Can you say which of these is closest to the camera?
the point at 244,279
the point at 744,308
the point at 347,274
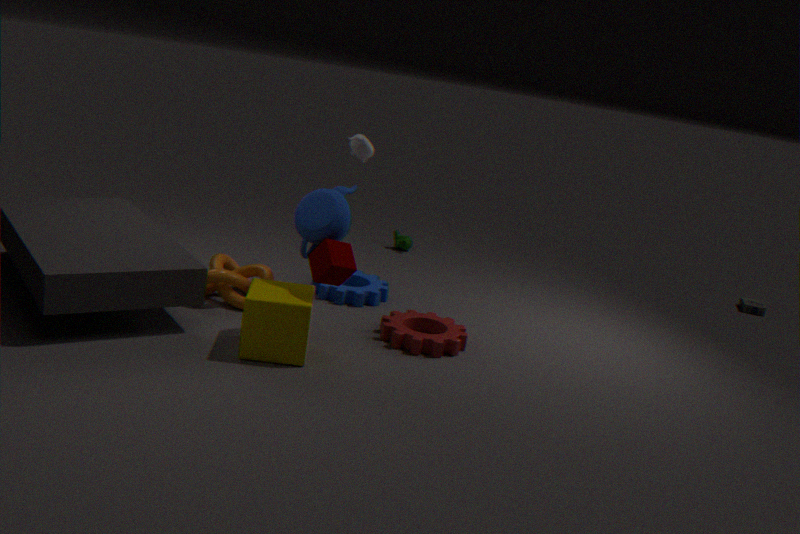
the point at 347,274
